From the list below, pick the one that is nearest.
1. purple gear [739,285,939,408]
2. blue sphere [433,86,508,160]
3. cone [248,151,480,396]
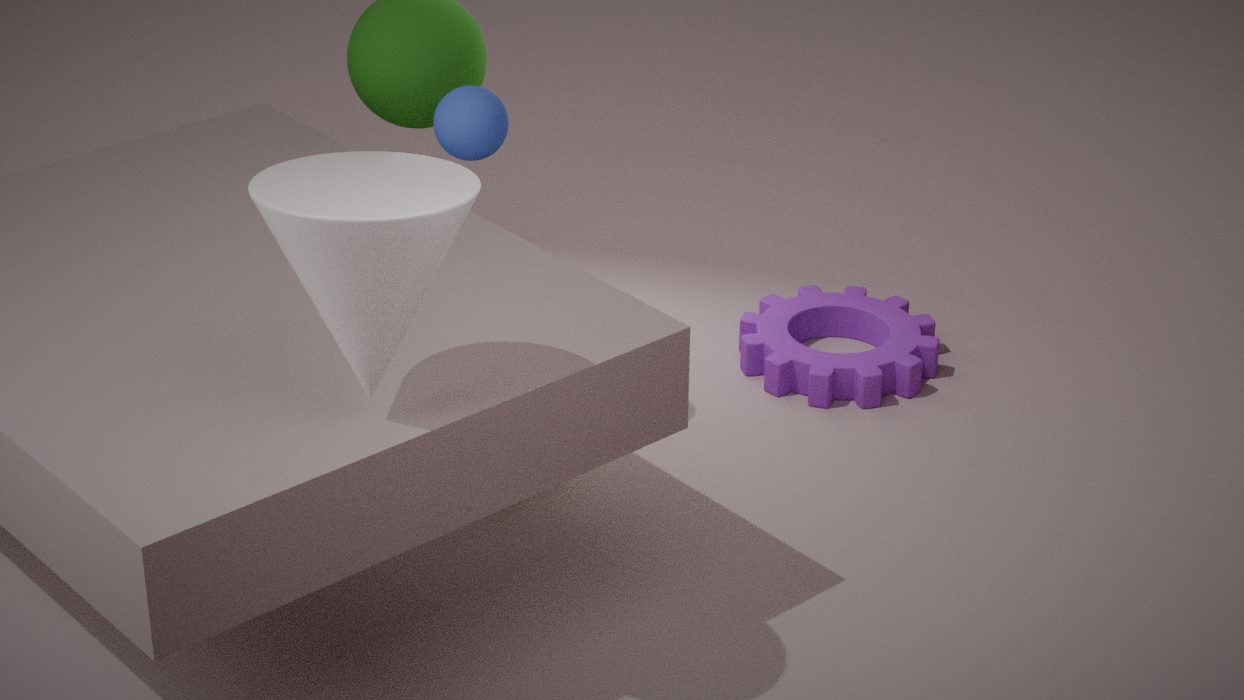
cone [248,151,480,396]
